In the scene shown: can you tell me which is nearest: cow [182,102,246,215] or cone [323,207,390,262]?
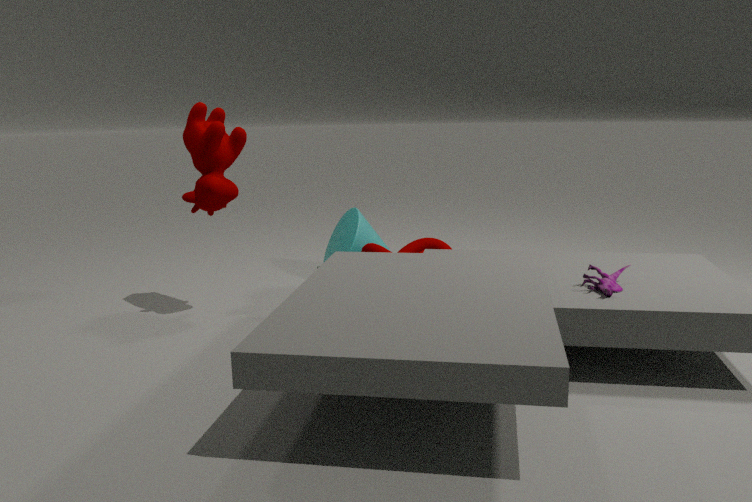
cow [182,102,246,215]
